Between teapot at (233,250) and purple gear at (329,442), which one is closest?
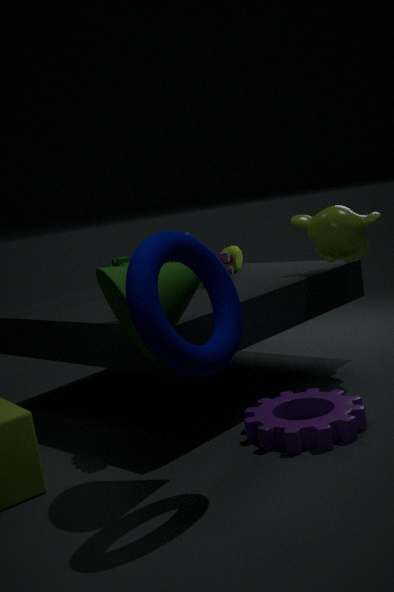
purple gear at (329,442)
